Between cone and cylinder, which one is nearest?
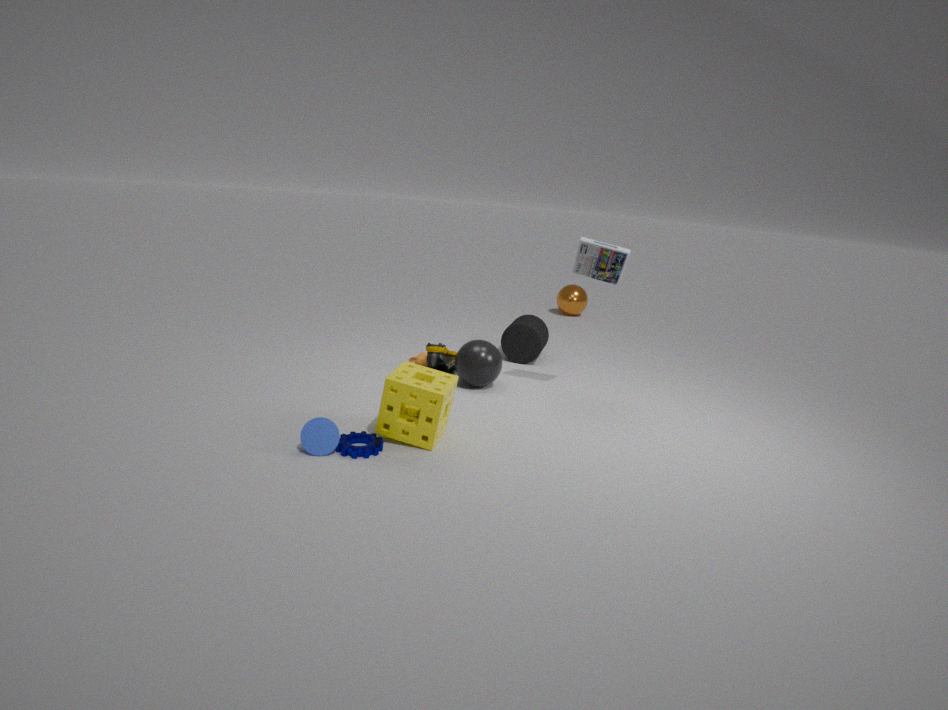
cone
